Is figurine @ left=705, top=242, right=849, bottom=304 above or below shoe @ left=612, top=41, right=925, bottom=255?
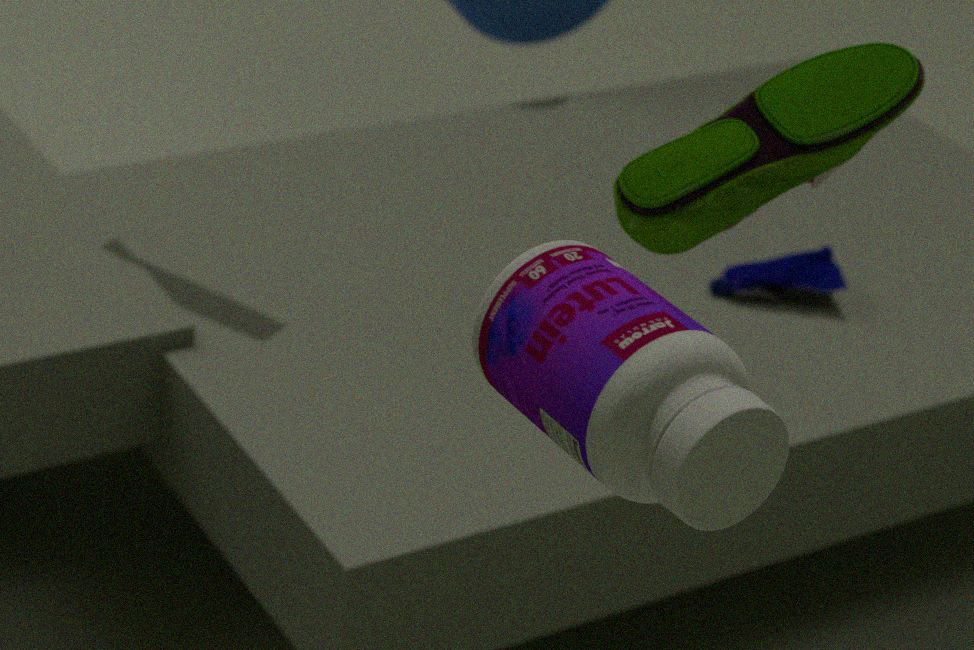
below
